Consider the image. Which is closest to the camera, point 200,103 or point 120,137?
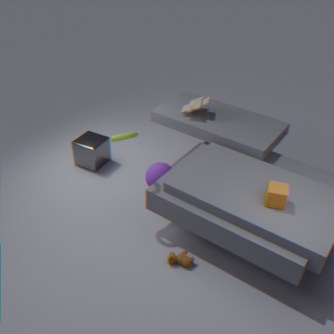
point 120,137
